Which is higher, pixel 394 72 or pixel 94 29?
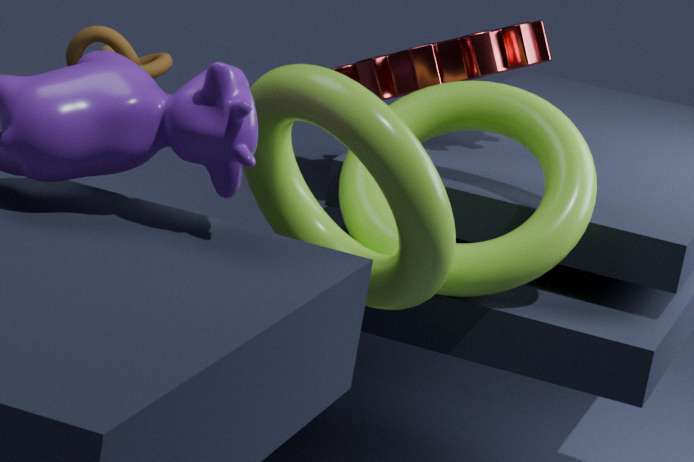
pixel 394 72
